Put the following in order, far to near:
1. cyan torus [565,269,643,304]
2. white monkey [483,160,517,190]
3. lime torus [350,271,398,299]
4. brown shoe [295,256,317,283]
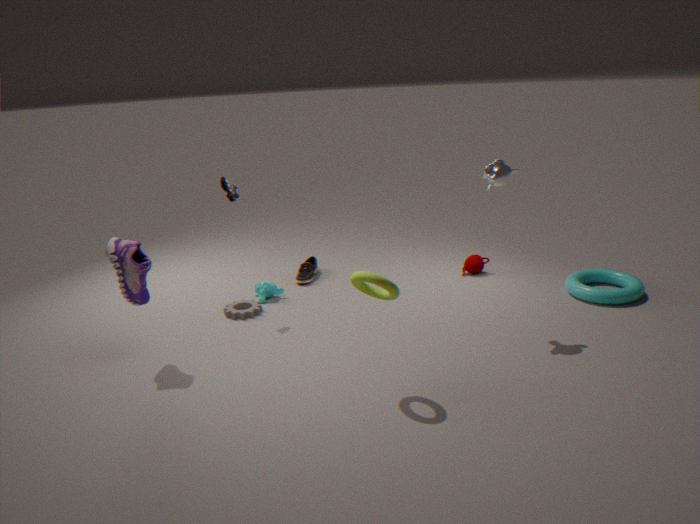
brown shoe [295,256,317,283] → cyan torus [565,269,643,304] → white monkey [483,160,517,190] → lime torus [350,271,398,299]
